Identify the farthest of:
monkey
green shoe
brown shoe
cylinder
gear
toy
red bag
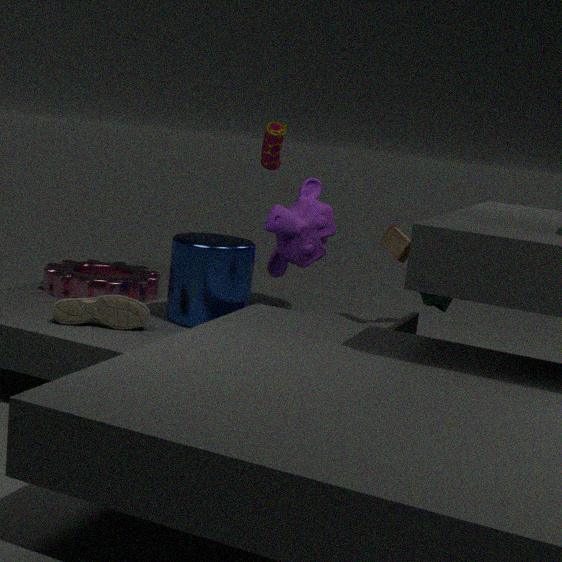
green shoe
